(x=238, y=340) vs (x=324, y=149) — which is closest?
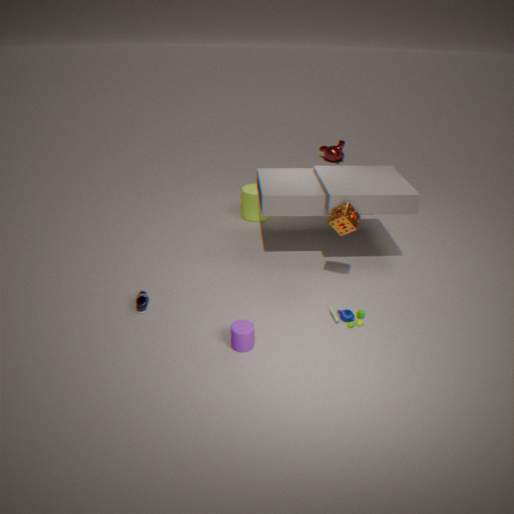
(x=238, y=340)
